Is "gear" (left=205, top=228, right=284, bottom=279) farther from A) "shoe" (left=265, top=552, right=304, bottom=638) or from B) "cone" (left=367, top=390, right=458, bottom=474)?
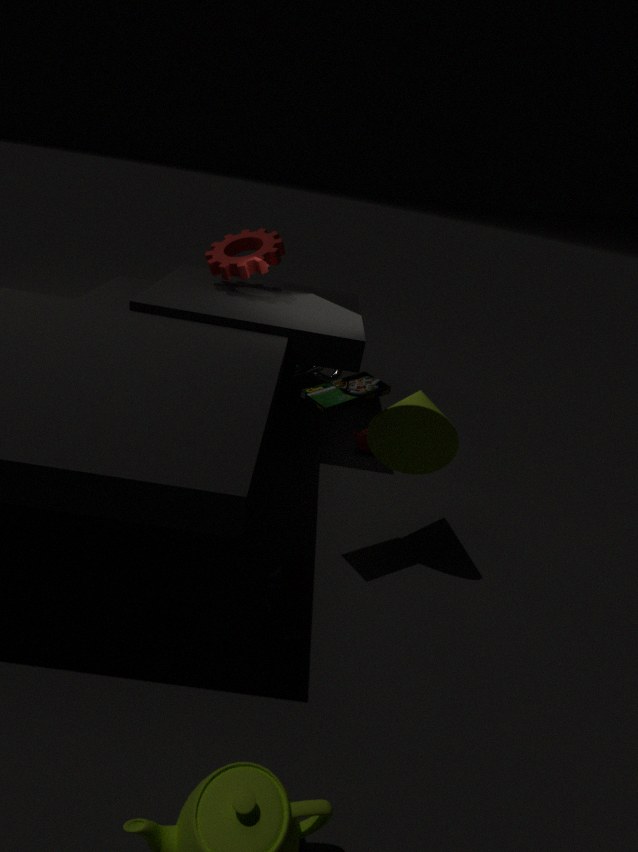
A) "shoe" (left=265, top=552, right=304, bottom=638)
